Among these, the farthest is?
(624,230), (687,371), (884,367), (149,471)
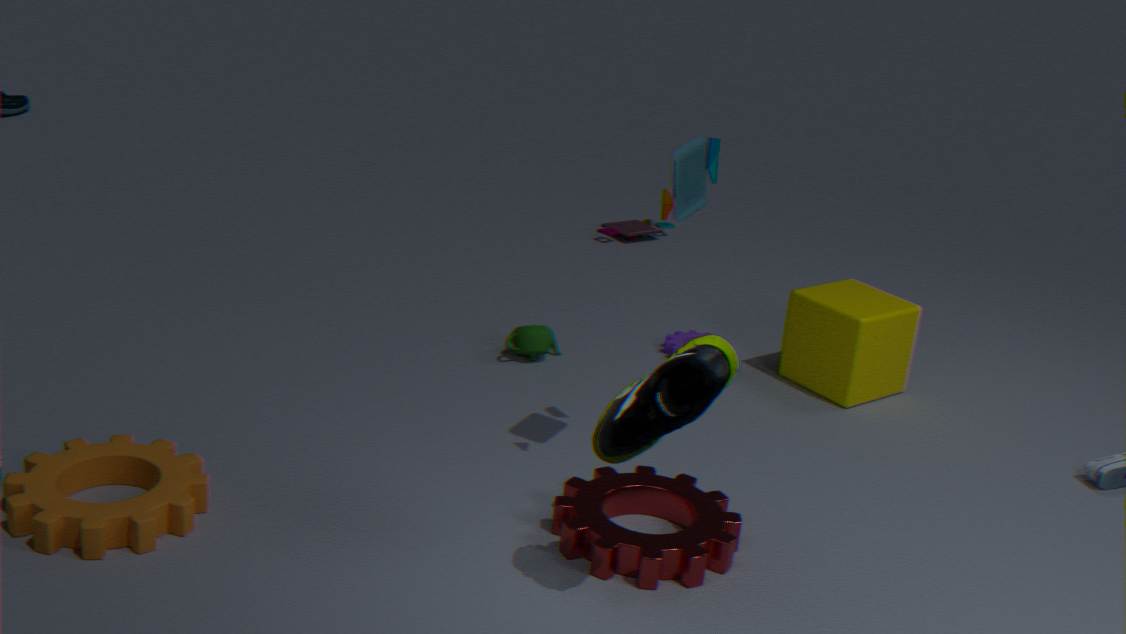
(624,230)
